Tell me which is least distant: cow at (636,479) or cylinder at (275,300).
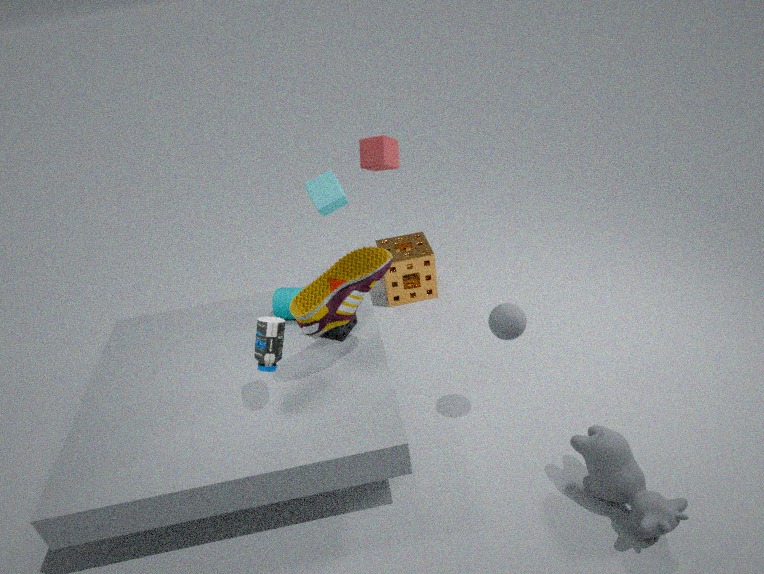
cow at (636,479)
